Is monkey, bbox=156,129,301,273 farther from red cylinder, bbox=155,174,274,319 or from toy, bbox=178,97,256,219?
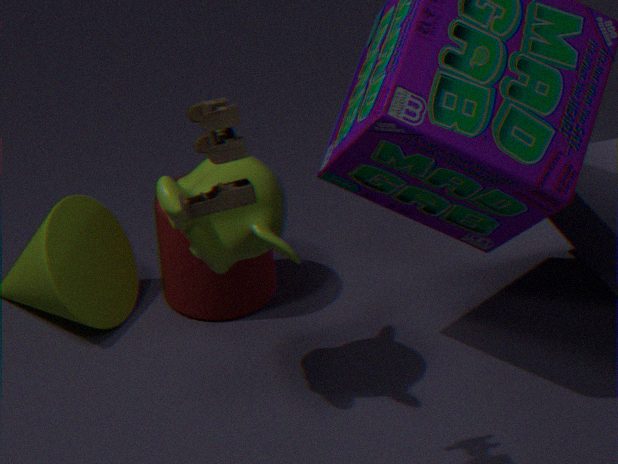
toy, bbox=178,97,256,219
